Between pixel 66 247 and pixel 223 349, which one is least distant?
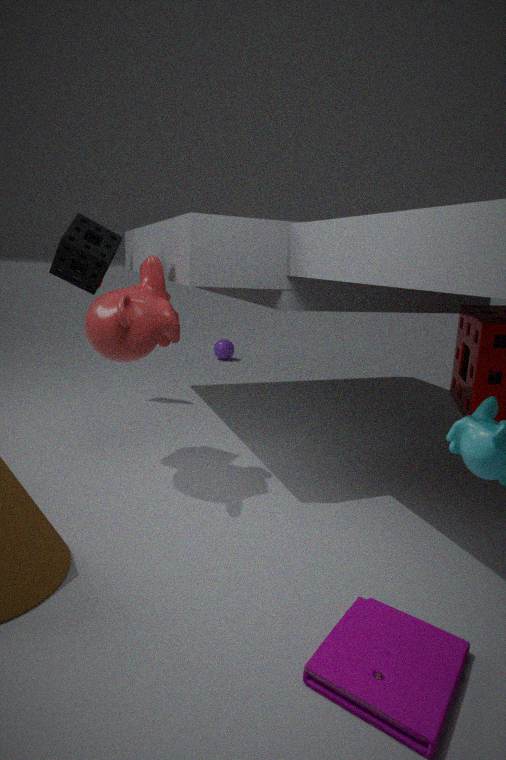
pixel 66 247
